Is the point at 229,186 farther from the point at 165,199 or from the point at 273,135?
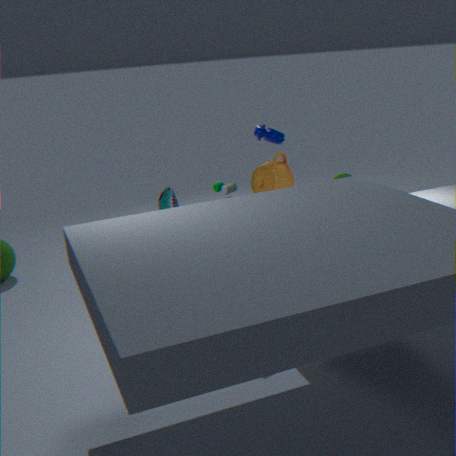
the point at 273,135
